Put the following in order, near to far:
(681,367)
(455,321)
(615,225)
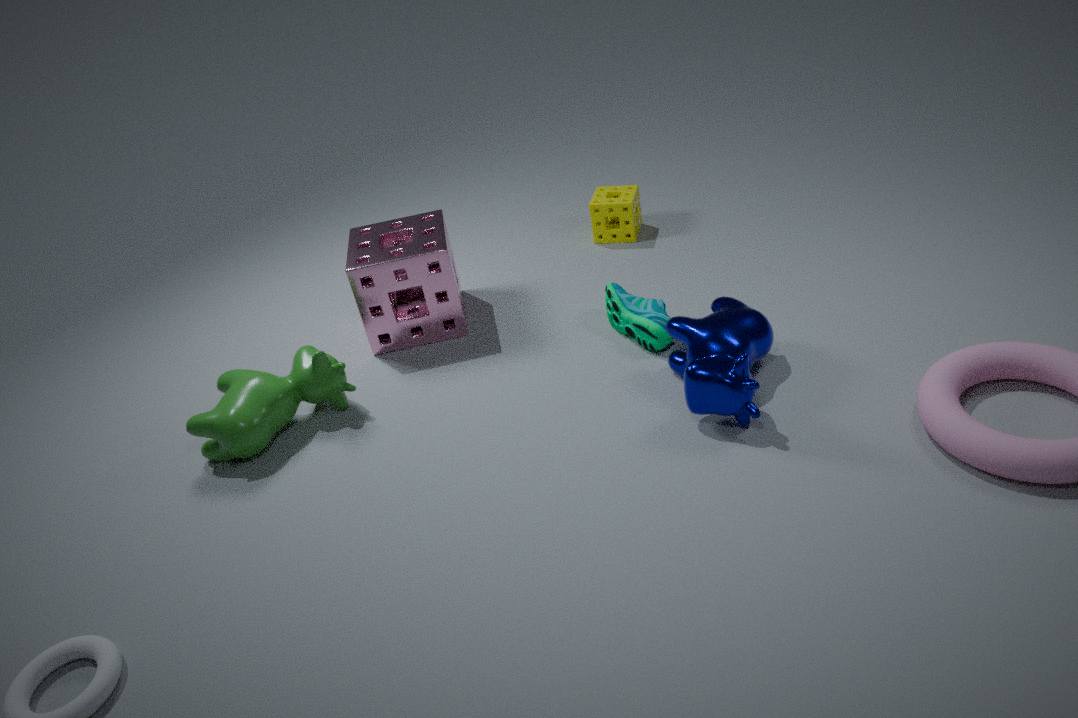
(681,367) < (455,321) < (615,225)
